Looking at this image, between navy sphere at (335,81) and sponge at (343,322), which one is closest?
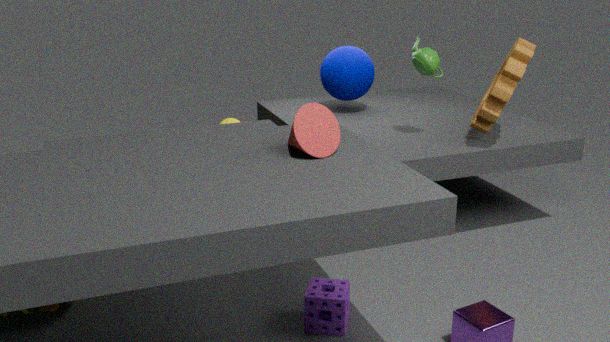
sponge at (343,322)
